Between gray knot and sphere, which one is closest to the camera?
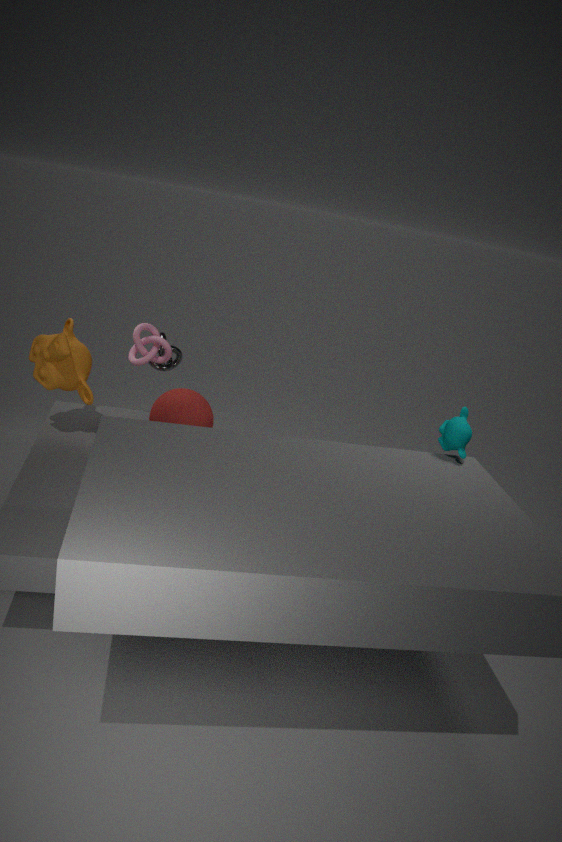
sphere
